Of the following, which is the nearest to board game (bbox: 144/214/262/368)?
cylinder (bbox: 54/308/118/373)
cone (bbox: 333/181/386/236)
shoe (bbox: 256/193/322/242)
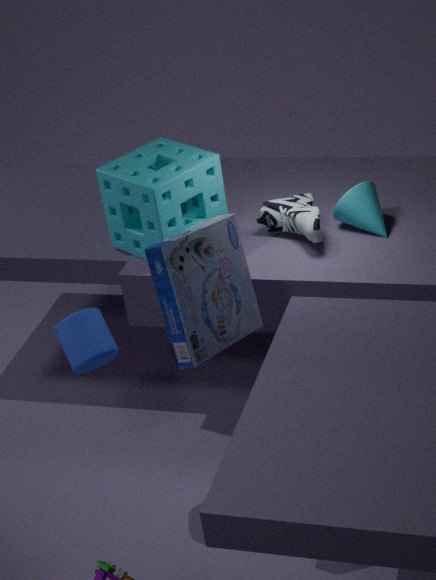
cylinder (bbox: 54/308/118/373)
